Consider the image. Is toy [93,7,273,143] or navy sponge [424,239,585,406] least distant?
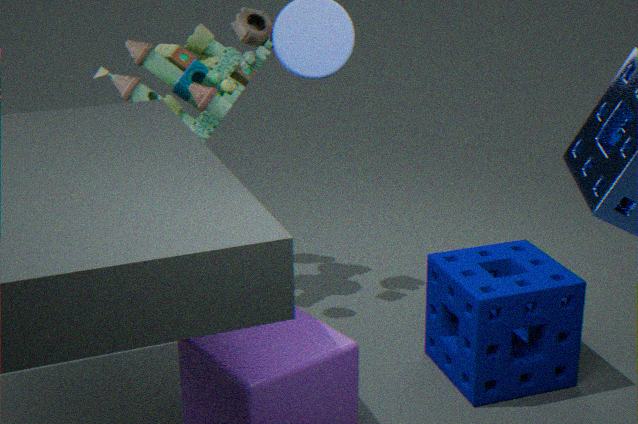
navy sponge [424,239,585,406]
